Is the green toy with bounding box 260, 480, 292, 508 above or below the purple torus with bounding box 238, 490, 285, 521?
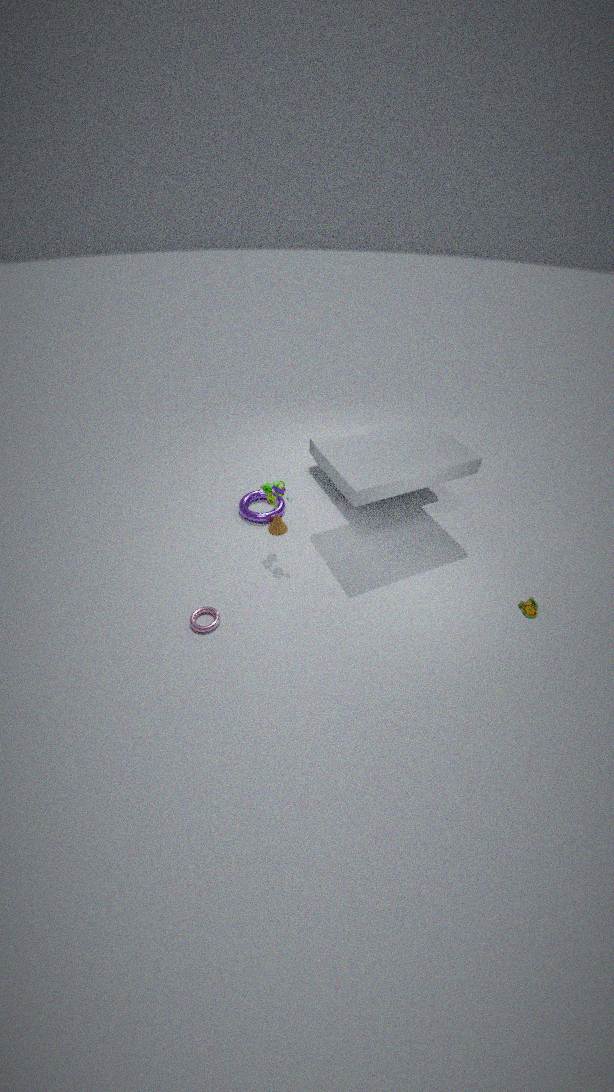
above
